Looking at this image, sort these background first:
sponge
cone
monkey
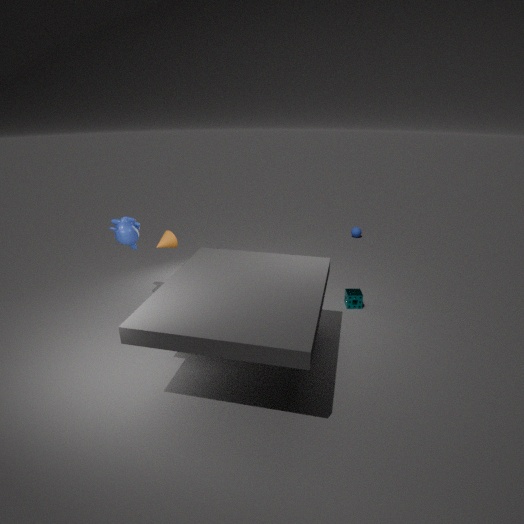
sponge, cone, monkey
